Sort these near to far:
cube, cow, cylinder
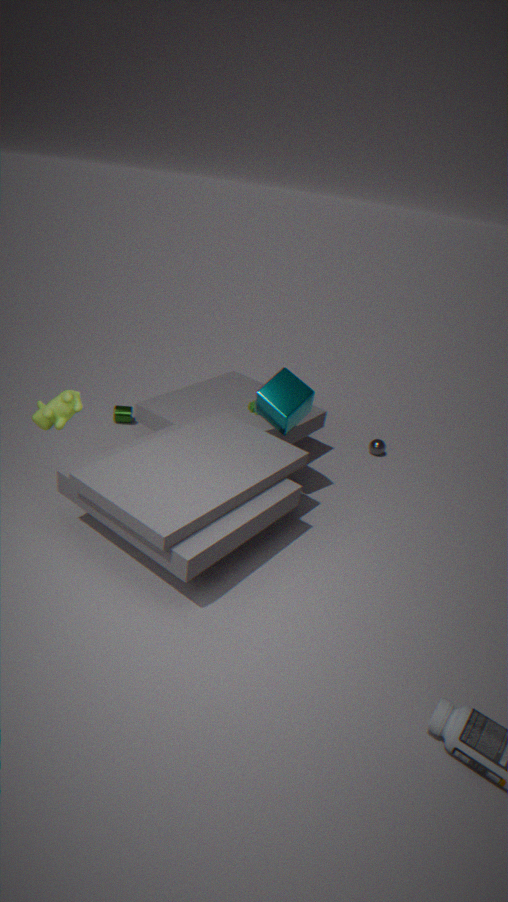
1. cow
2. cube
3. cylinder
